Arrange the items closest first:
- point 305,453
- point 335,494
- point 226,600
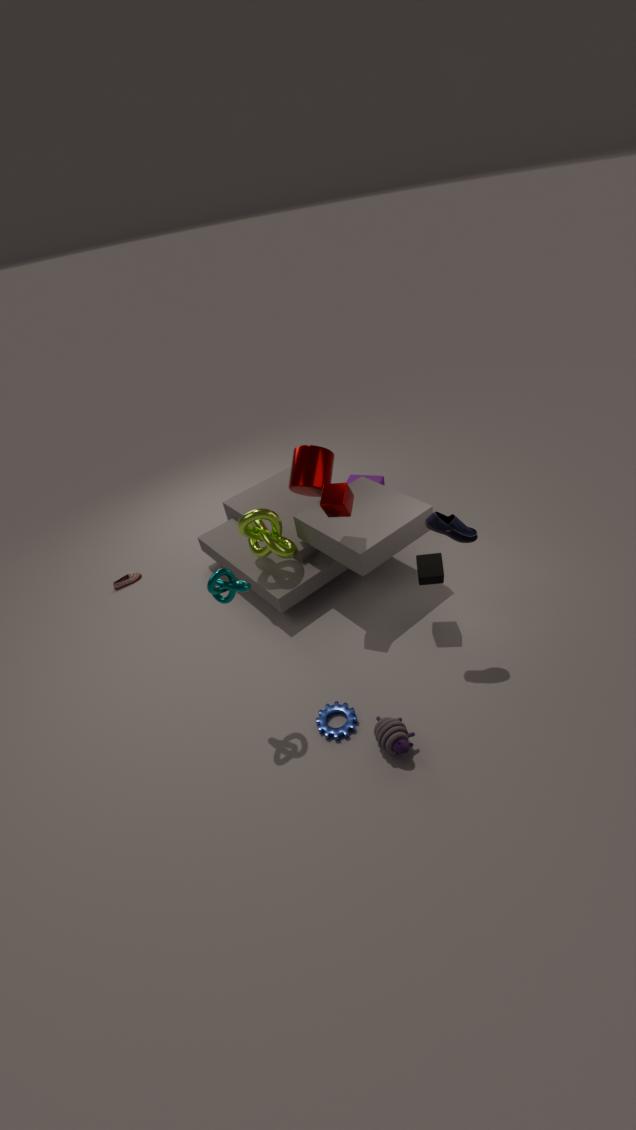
point 226,600 → point 335,494 → point 305,453
